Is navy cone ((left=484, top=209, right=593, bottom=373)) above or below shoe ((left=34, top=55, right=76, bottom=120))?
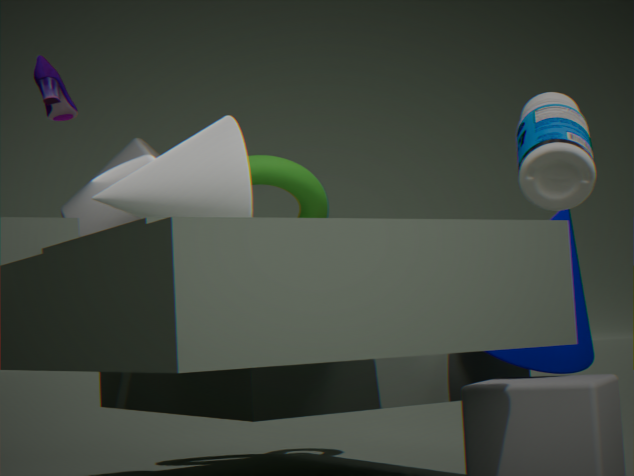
below
